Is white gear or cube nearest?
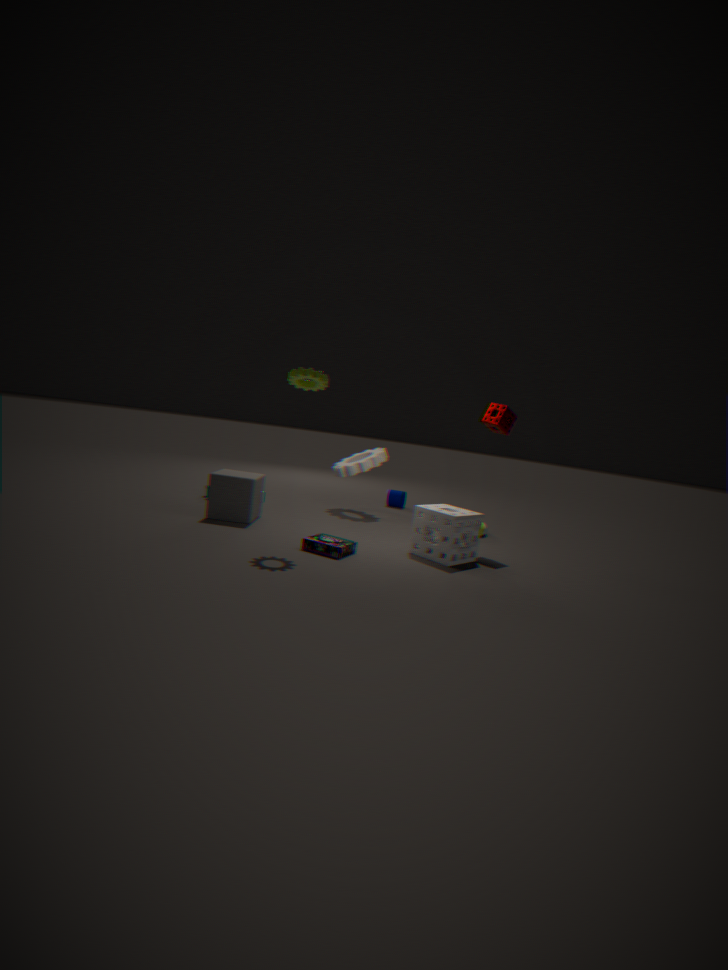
cube
